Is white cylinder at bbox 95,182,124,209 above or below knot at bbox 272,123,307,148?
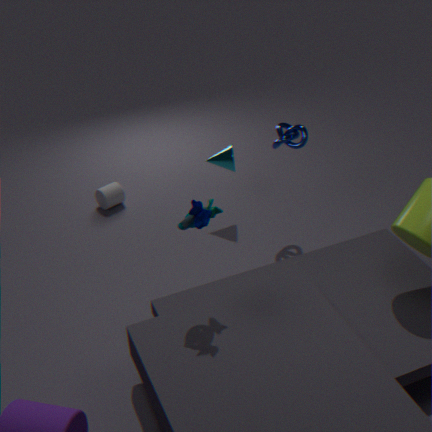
below
